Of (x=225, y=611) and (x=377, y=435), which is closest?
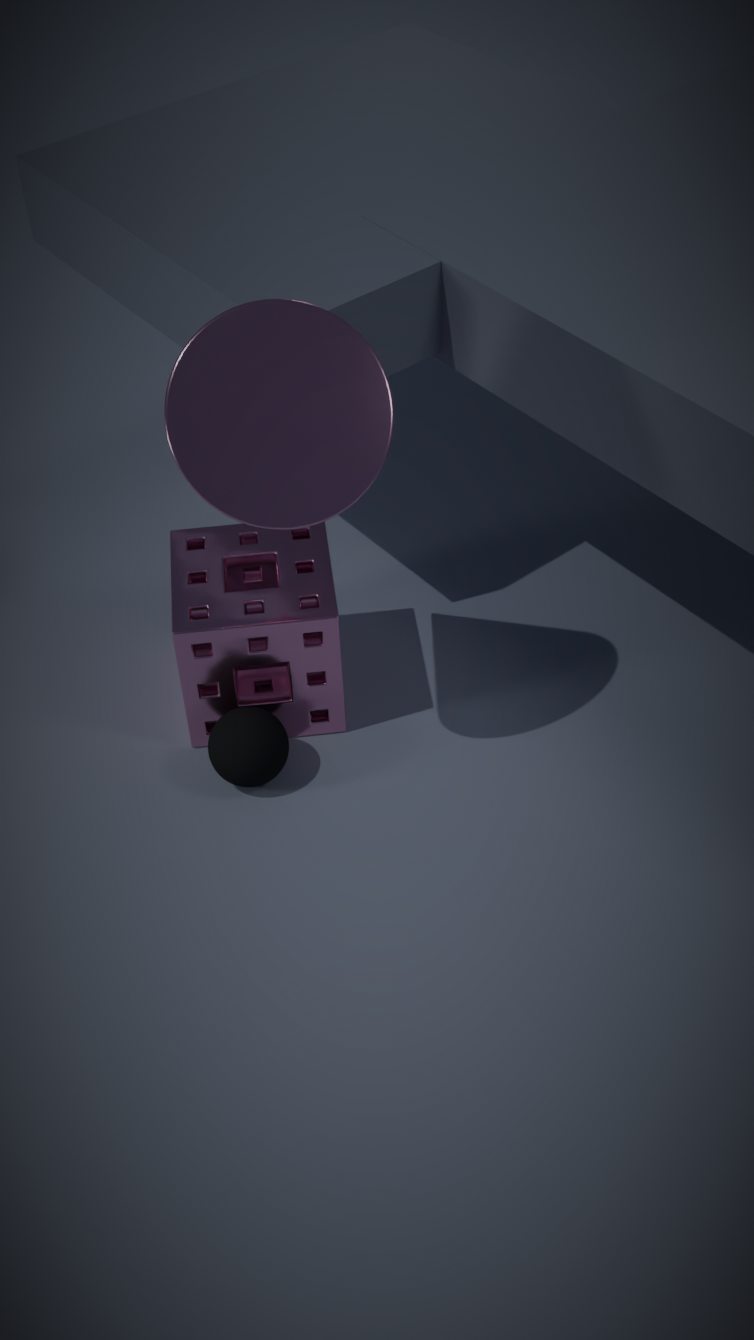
(x=377, y=435)
